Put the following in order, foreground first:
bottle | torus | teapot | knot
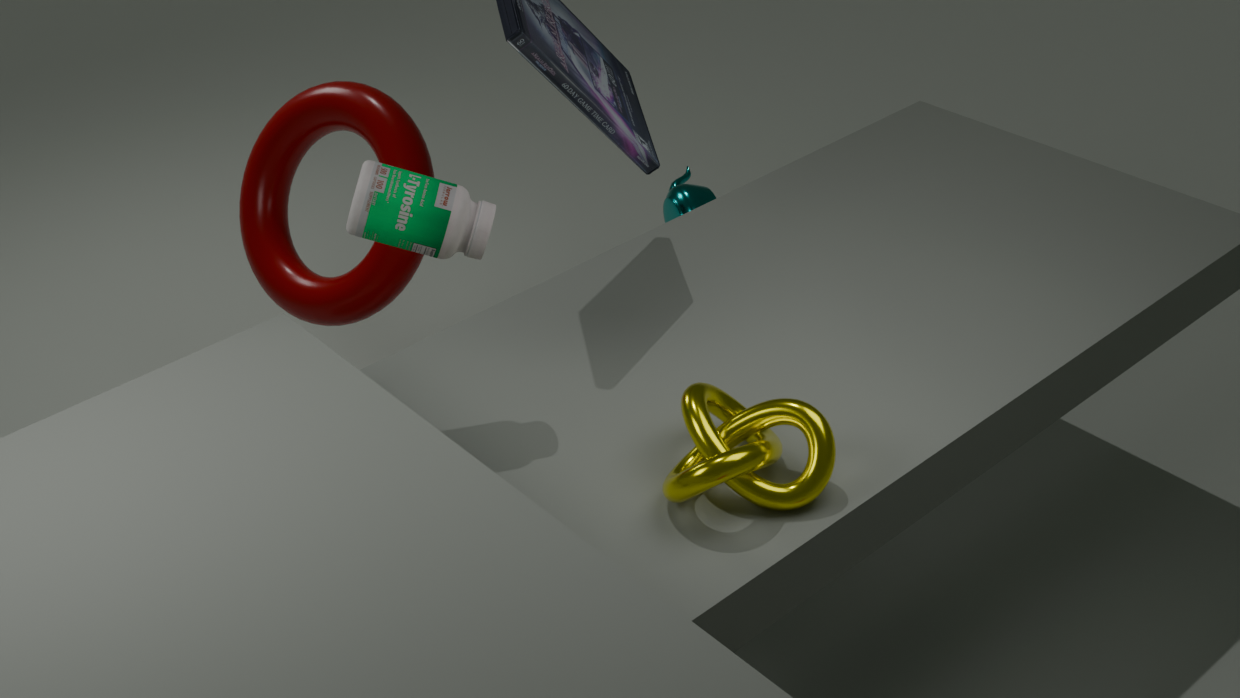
knot → bottle → torus → teapot
